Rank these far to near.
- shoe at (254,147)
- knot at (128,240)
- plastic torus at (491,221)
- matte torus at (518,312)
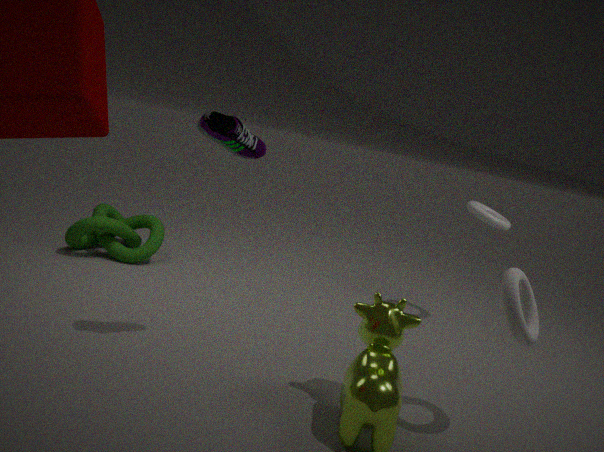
knot at (128,240), plastic torus at (491,221), shoe at (254,147), matte torus at (518,312)
